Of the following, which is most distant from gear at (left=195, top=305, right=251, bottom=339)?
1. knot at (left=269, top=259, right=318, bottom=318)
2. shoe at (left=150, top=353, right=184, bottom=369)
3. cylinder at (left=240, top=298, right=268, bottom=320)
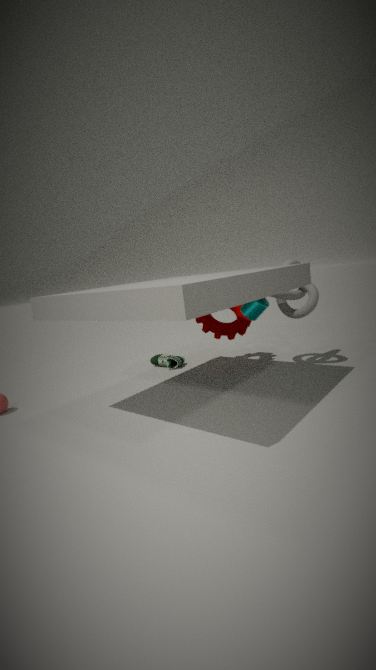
shoe at (left=150, top=353, right=184, bottom=369)
